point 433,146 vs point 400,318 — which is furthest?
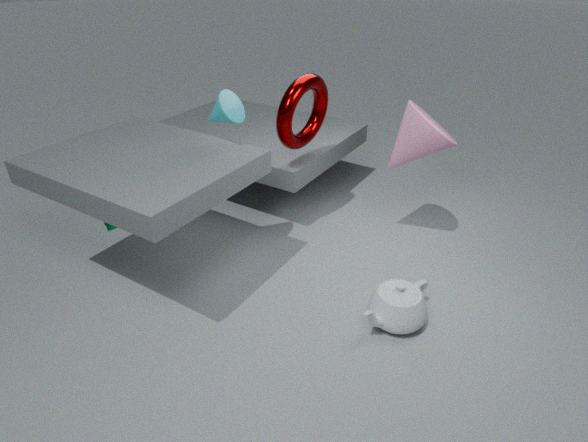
point 433,146
